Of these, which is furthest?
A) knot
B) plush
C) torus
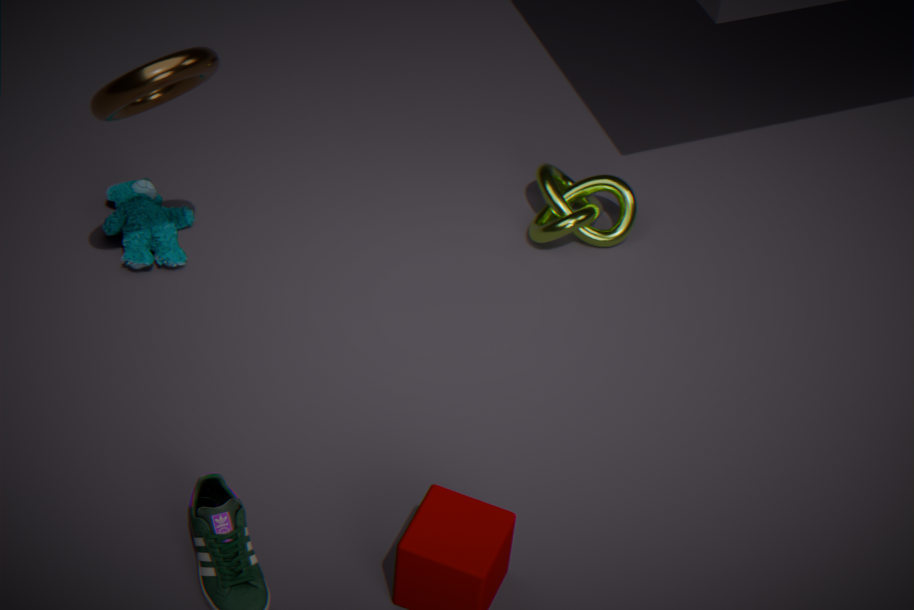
knot
